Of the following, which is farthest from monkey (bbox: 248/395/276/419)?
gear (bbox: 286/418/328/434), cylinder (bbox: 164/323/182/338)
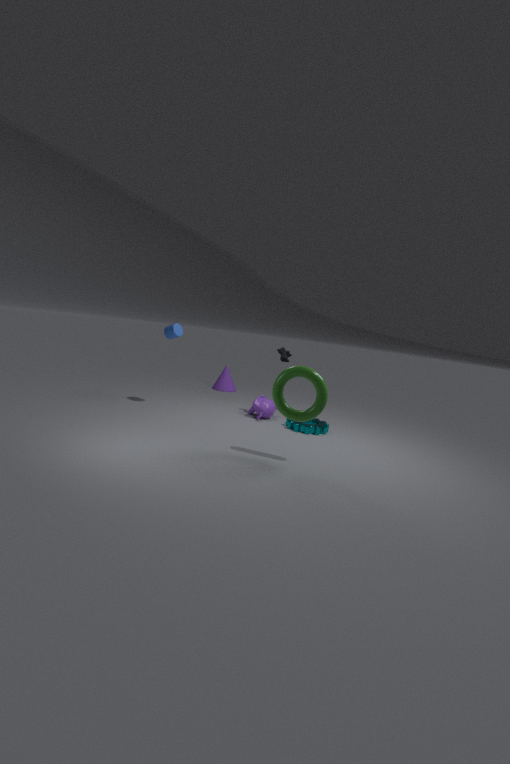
cylinder (bbox: 164/323/182/338)
